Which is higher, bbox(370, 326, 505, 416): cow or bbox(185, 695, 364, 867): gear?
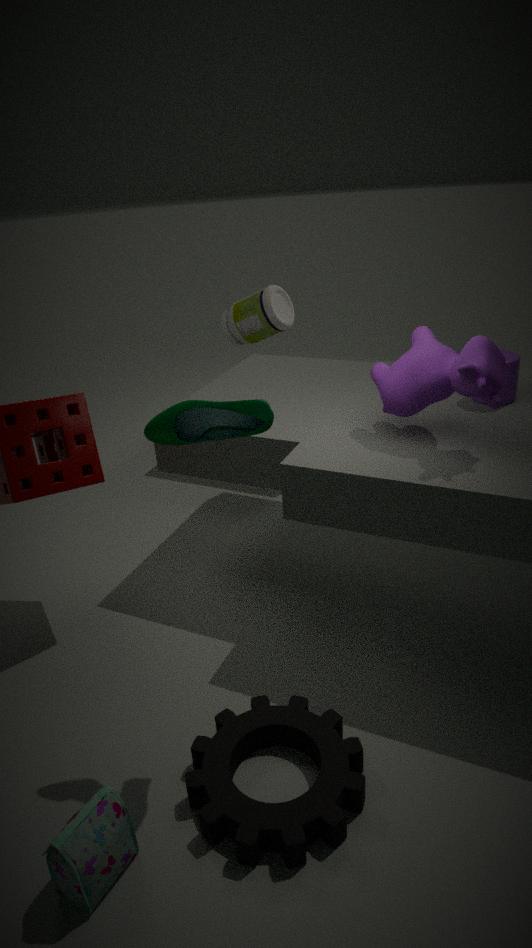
bbox(370, 326, 505, 416): cow
